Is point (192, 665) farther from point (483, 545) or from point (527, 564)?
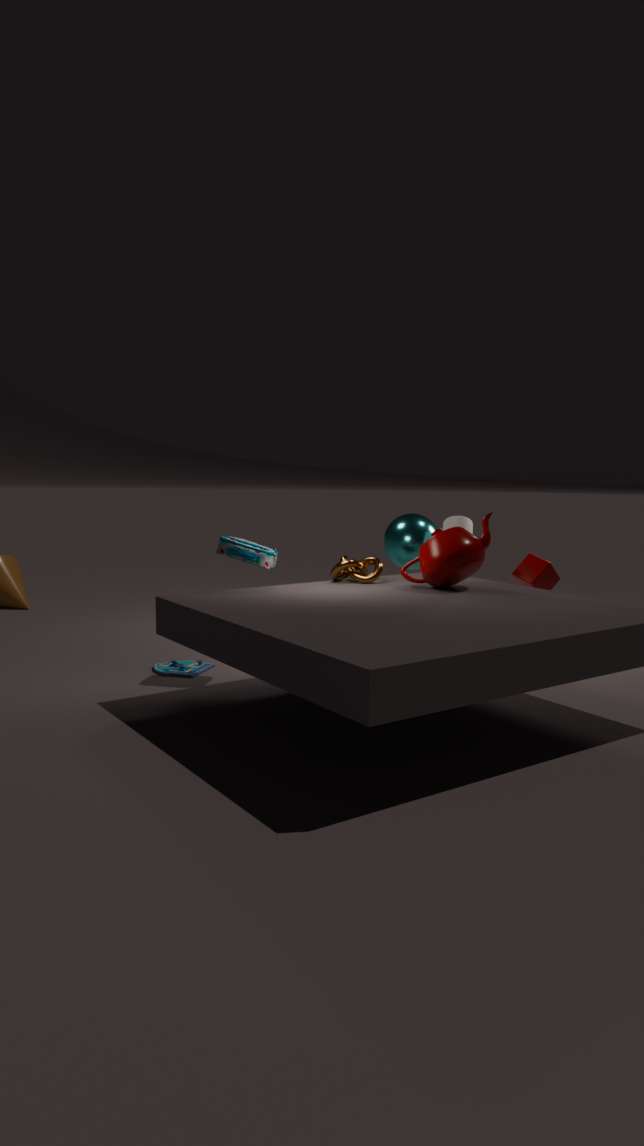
point (527, 564)
